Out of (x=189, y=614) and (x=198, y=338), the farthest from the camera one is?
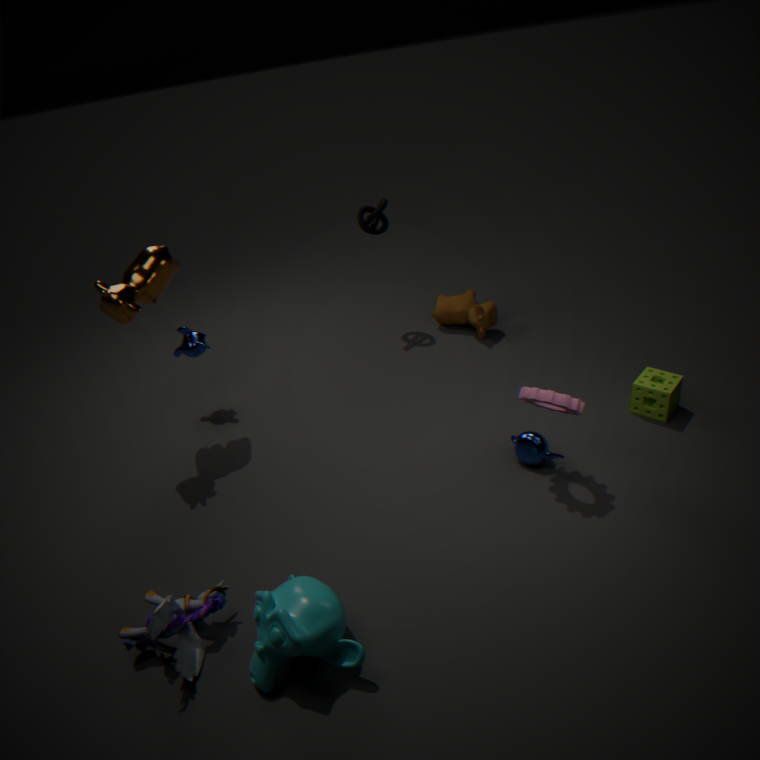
(x=198, y=338)
